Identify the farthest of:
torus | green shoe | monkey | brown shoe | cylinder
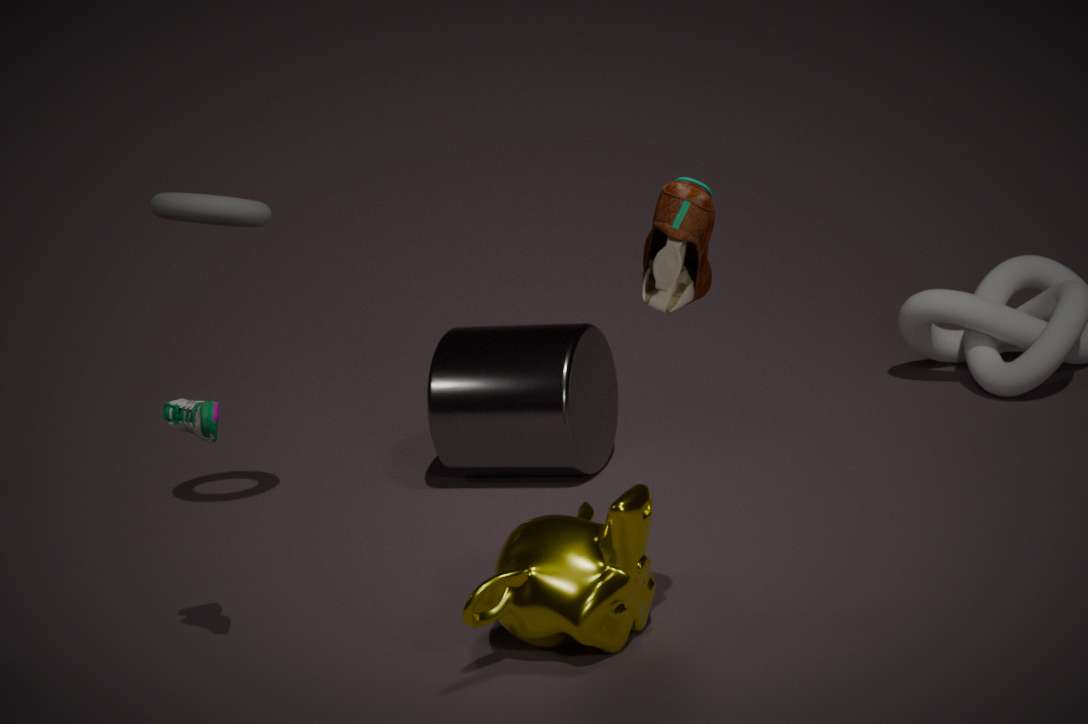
cylinder
